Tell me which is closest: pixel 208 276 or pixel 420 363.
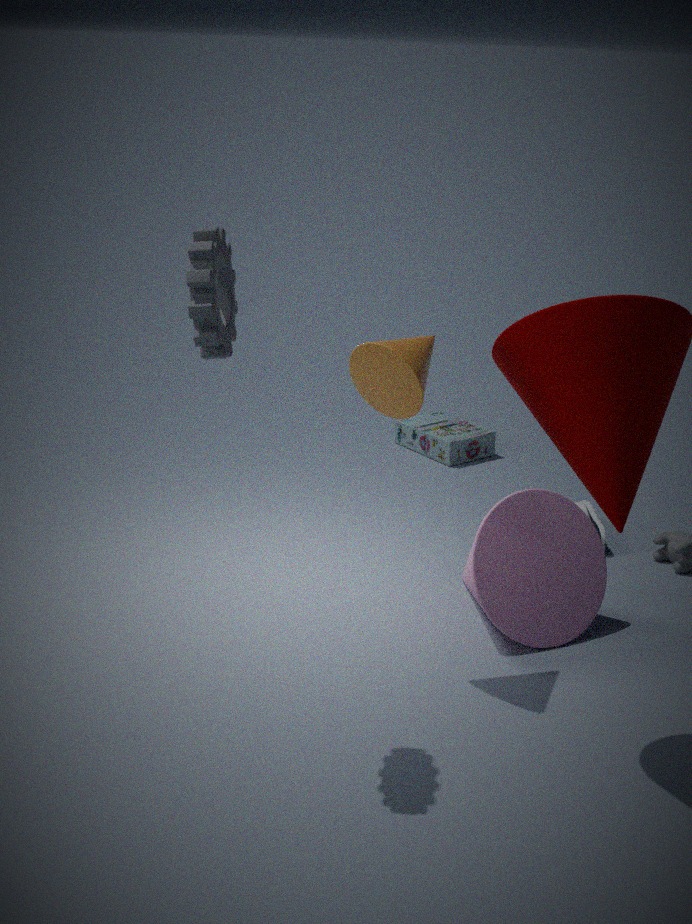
pixel 208 276
